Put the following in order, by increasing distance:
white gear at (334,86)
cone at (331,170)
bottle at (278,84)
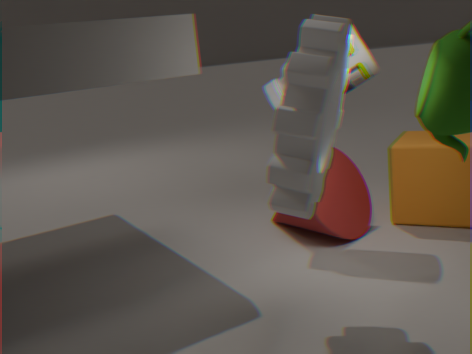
white gear at (334,86), bottle at (278,84), cone at (331,170)
